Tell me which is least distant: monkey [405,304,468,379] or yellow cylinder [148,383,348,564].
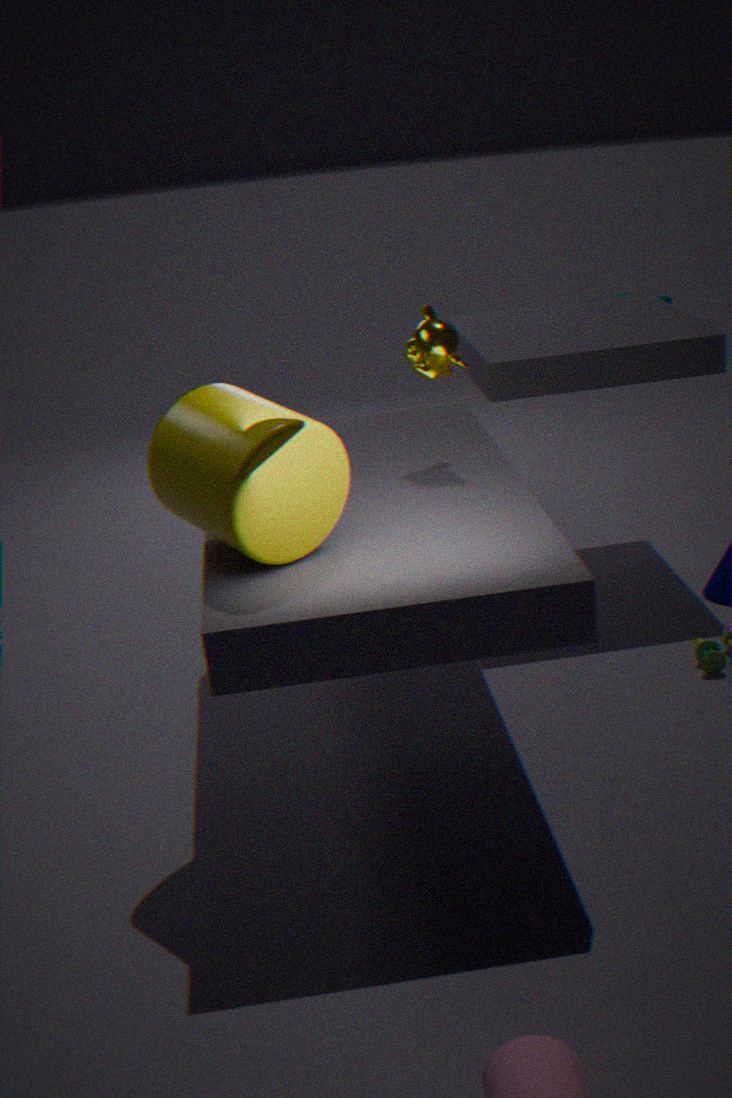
yellow cylinder [148,383,348,564]
